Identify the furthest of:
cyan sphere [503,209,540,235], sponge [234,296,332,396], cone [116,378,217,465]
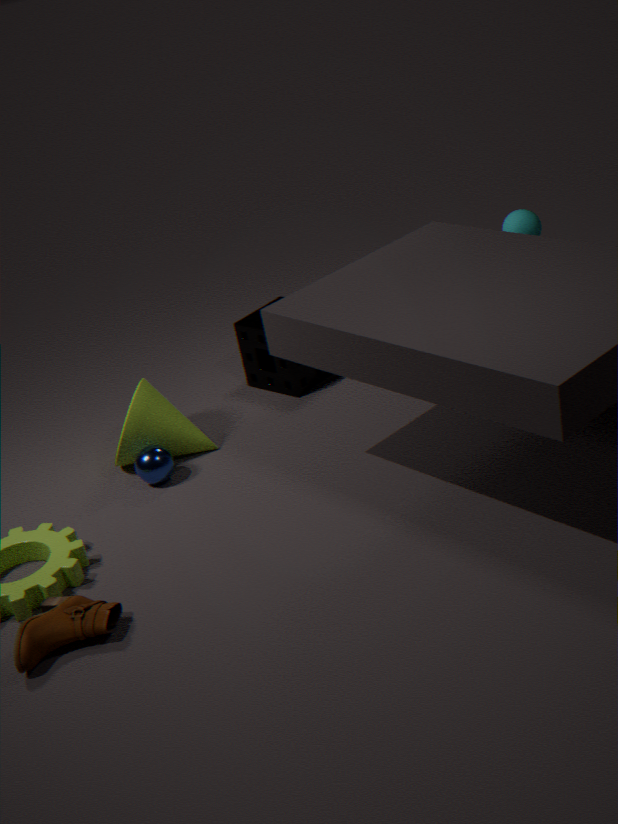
sponge [234,296,332,396]
